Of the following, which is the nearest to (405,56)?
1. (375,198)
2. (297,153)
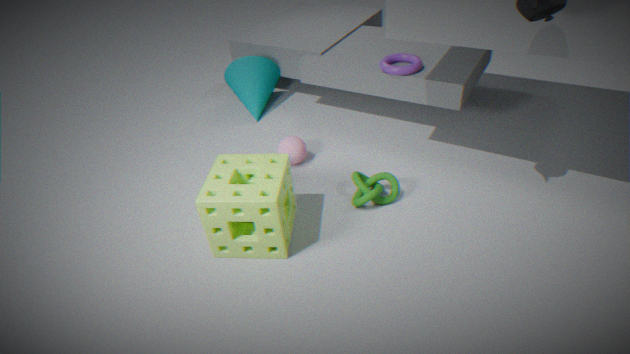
(297,153)
